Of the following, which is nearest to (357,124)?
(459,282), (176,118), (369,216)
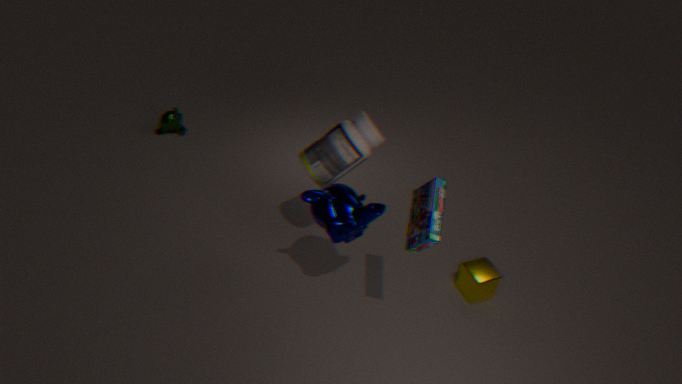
(369,216)
